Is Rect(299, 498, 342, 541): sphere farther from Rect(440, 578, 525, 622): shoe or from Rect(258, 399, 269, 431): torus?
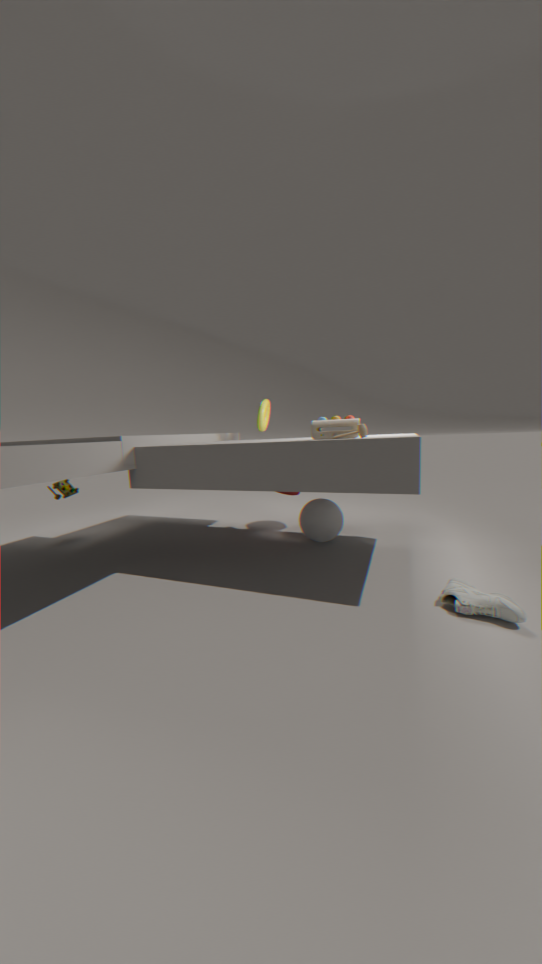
Rect(440, 578, 525, 622): shoe
